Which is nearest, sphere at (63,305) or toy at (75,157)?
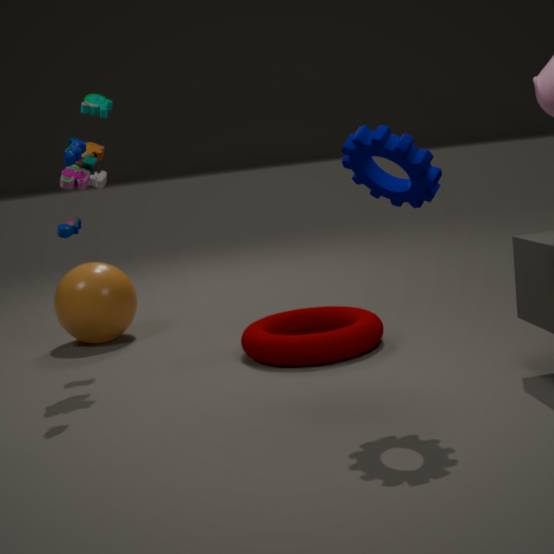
toy at (75,157)
